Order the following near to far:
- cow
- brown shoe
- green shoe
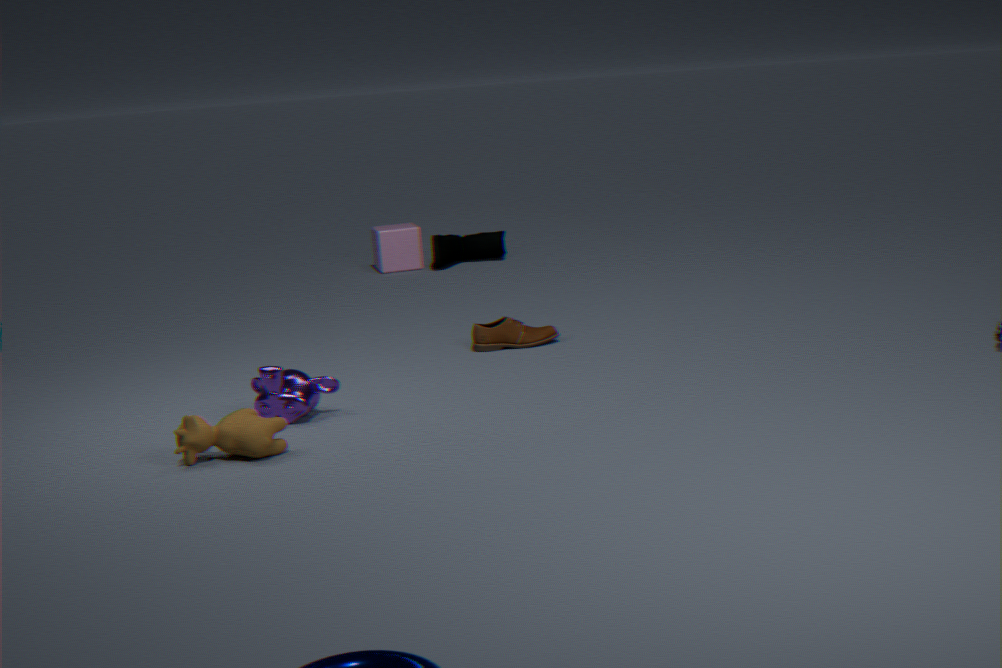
cow → brown shoe → green shoe
